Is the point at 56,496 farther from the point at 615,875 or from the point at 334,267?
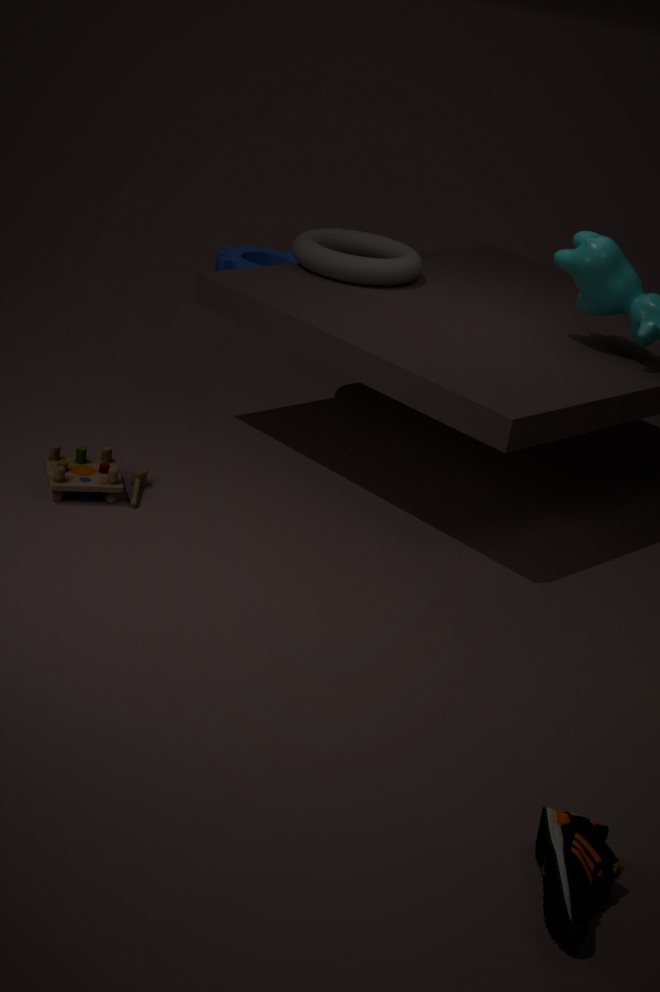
the point at 615,875
